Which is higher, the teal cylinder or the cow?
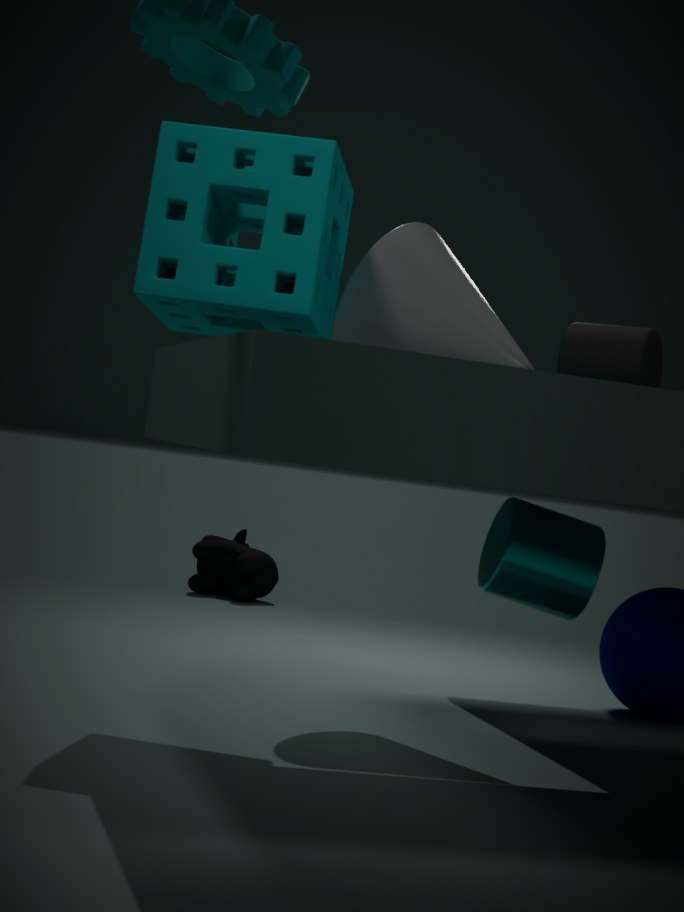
the teal cylinder
